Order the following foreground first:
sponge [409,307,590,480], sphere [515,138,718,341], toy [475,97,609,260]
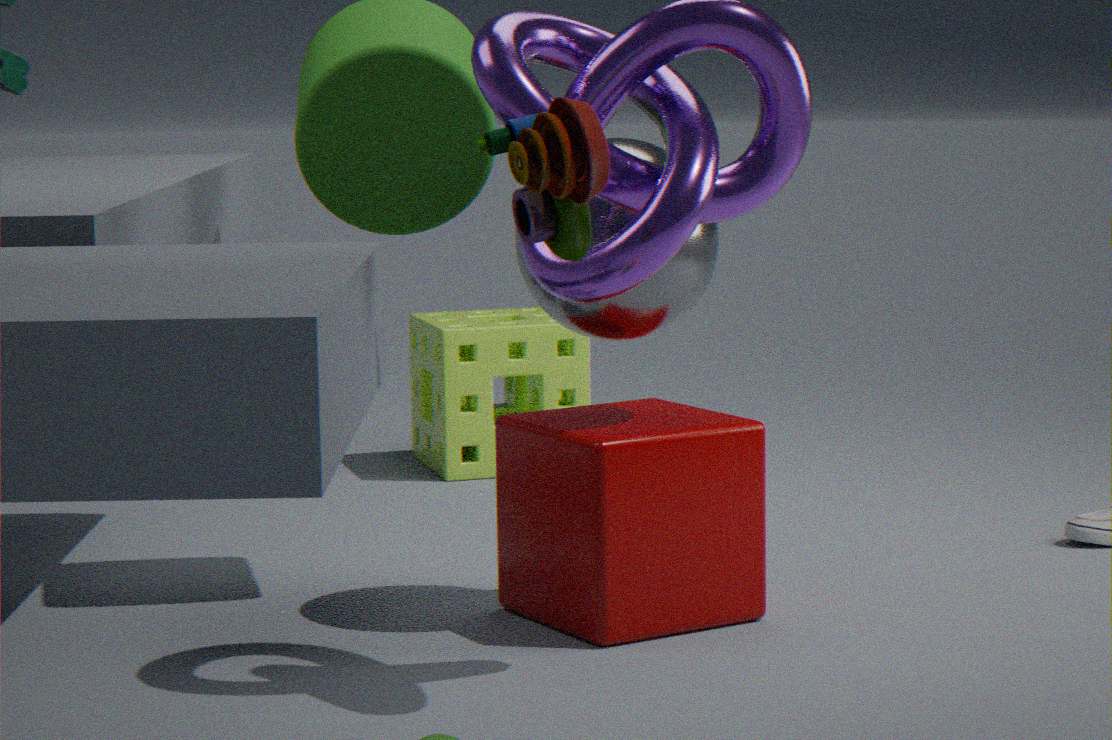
toy [475,97,609,260] → sphere [515,138,718,341] → sponge [409,307,590,480]
